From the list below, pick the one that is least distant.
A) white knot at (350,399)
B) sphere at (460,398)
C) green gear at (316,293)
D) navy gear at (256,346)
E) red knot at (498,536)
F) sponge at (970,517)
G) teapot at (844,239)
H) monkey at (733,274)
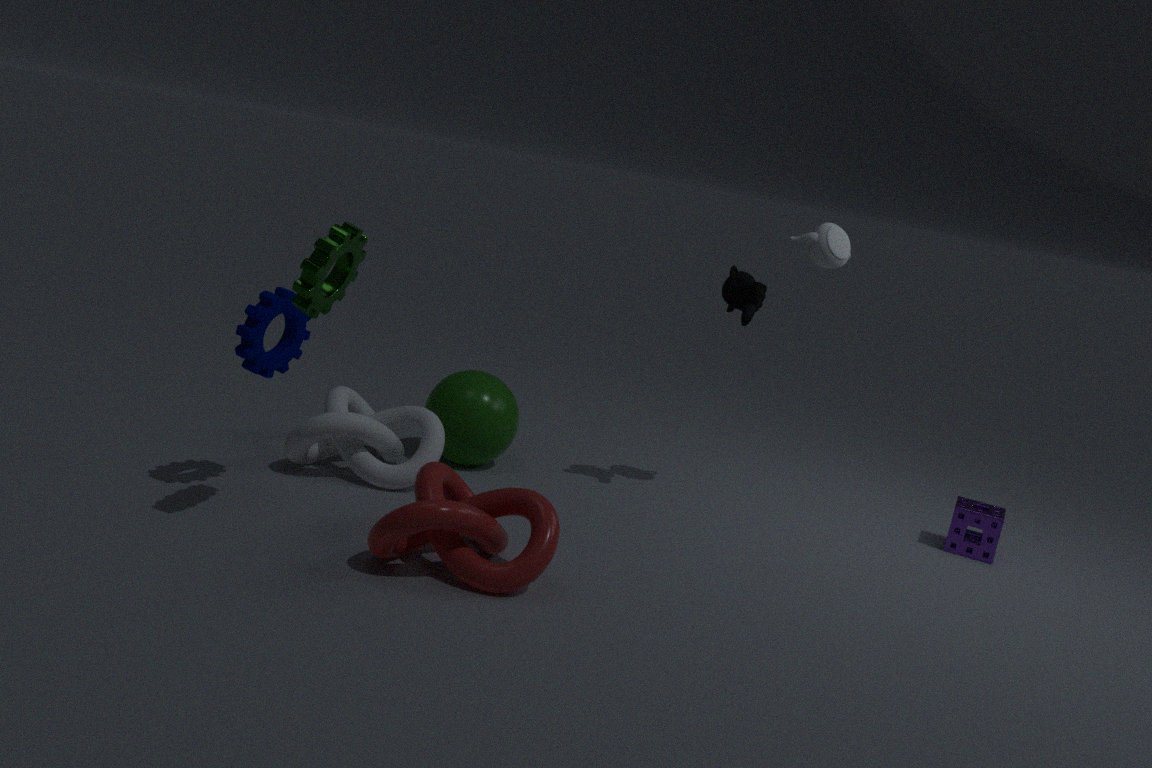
green gear at (316,293)
